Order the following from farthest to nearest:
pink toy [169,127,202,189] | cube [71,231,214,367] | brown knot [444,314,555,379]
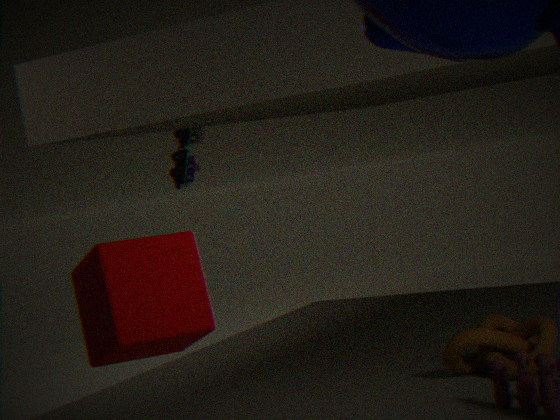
1. pink toy [169,127,202,189]
2. brown knot [444,314,555,379]
3. cube [71,231,214,367]
